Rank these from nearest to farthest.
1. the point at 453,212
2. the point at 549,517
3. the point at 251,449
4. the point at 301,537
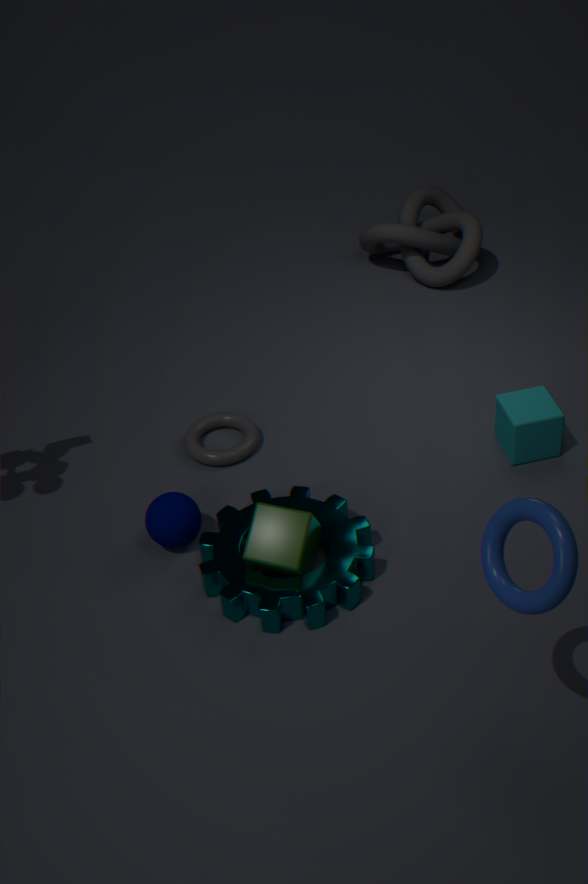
the point at 549,517
the point at 301,537
the point at 251,449
the point at 453,212
